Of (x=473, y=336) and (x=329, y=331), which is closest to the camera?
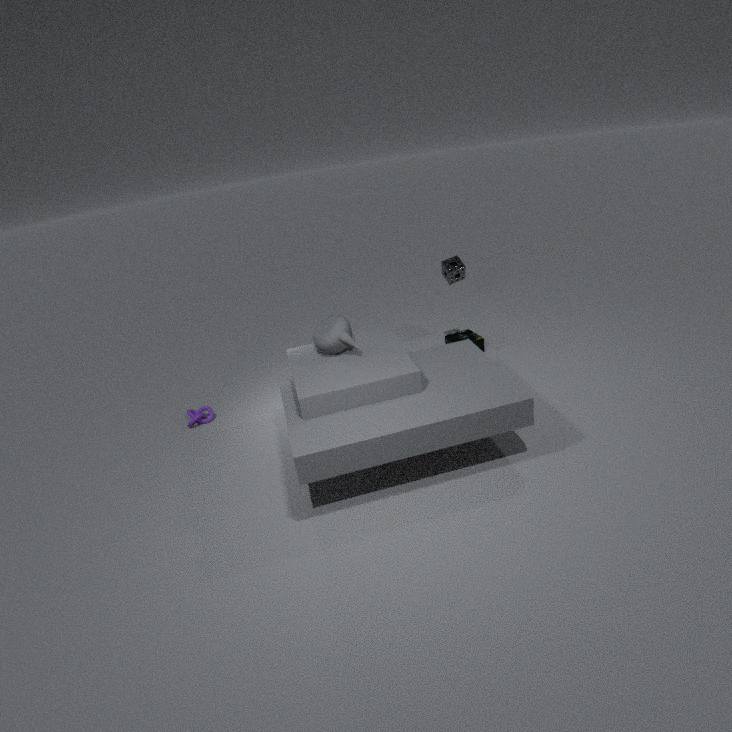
(x=329, y=331)
